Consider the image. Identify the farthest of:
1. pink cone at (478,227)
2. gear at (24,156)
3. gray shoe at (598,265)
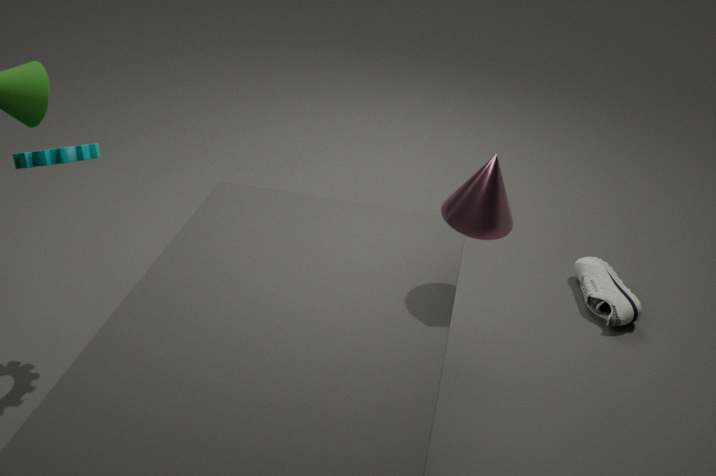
gray shoe at (598,265)
